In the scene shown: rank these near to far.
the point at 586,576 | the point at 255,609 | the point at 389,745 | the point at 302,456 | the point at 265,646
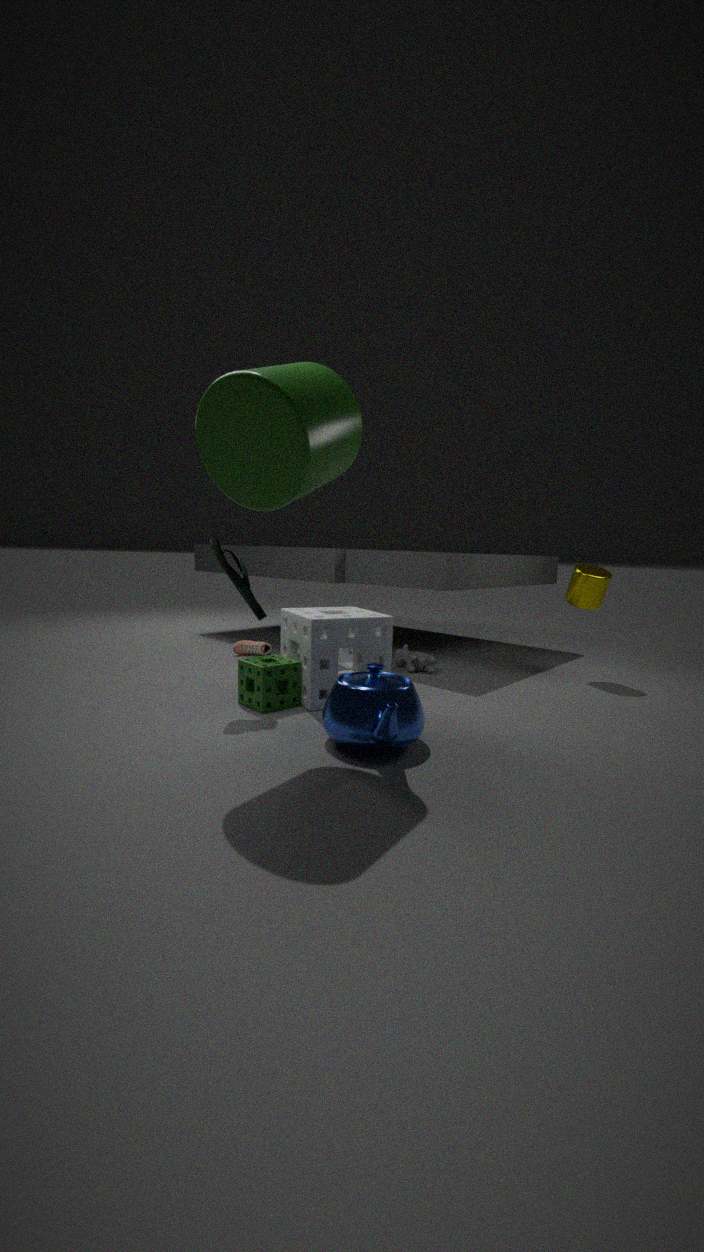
the point at 302,456
the point at 389,745
the point at 255,609
the point at 586,576
the point at 265,646
